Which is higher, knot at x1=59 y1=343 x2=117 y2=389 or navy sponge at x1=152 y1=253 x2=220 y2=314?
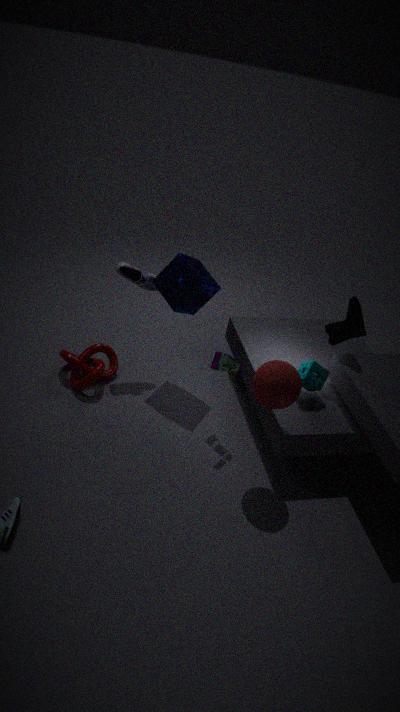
navy sponge at x1=152 y1=253 x2=220 y2=314
